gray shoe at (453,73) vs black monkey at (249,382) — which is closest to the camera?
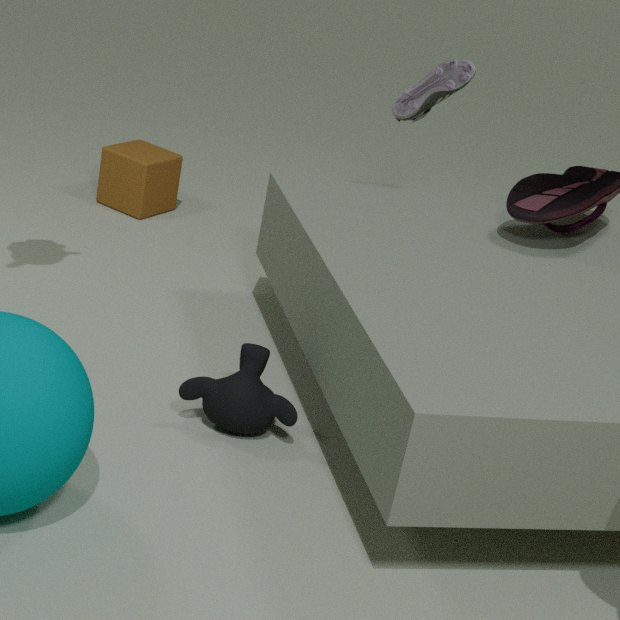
black monkey at (249,382)
